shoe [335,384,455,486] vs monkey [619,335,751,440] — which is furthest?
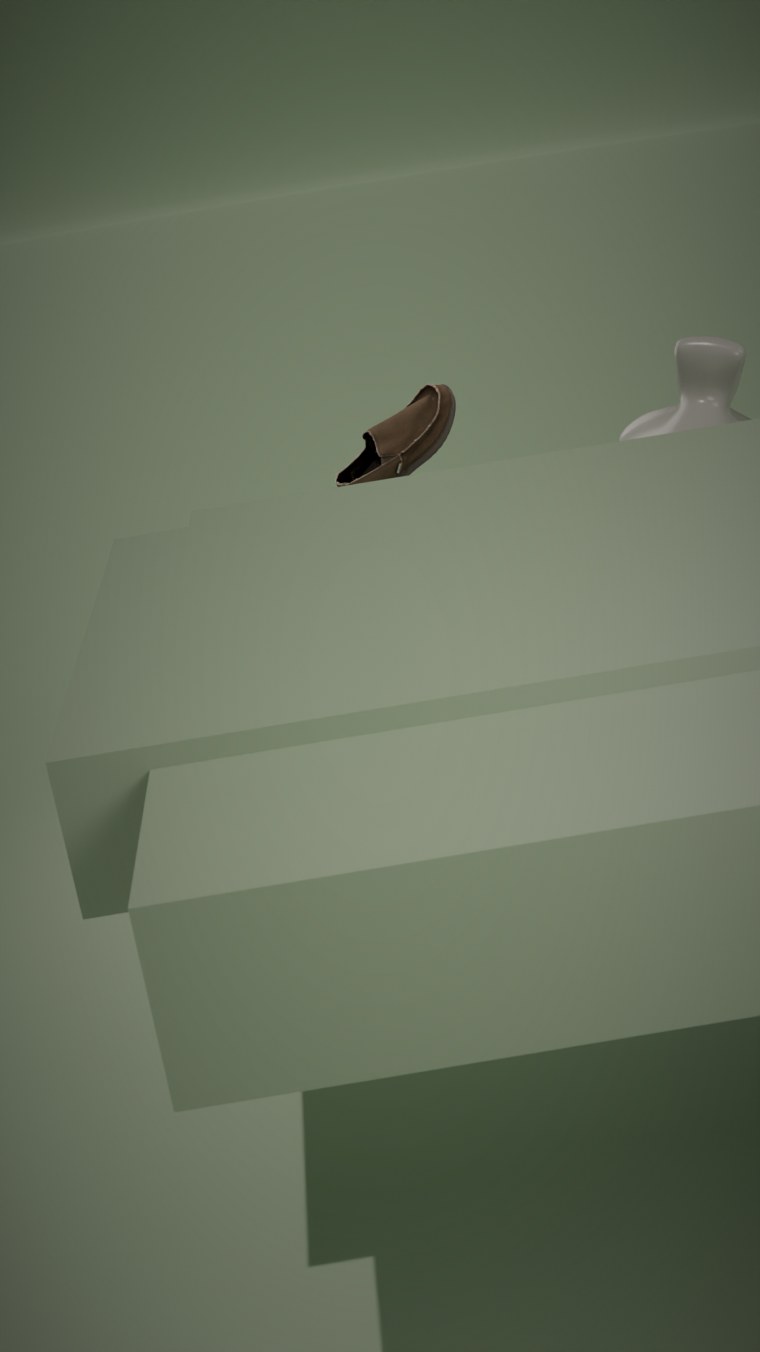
shoe [335,384,455,486]
